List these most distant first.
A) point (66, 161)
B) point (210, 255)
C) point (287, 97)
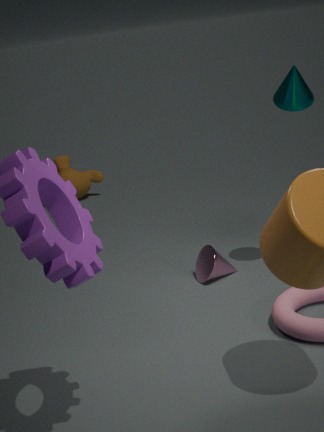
1. point (66, 161)
2. point (210, 255)
3. point (287, 97)
